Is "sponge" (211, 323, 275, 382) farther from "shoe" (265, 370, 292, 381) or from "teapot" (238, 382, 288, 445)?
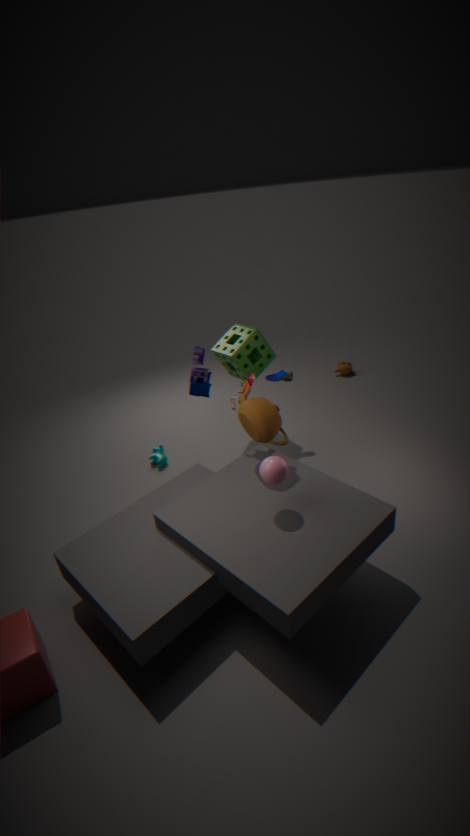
"teapot" (238, 382, 288, 445)
